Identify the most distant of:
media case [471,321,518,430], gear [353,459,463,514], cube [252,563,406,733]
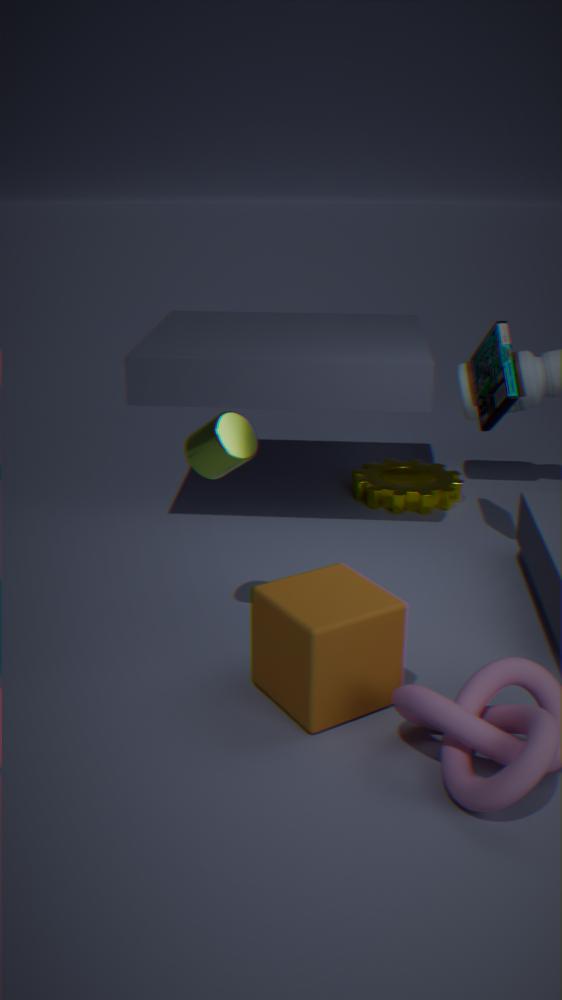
gear [353,459,463,514]
